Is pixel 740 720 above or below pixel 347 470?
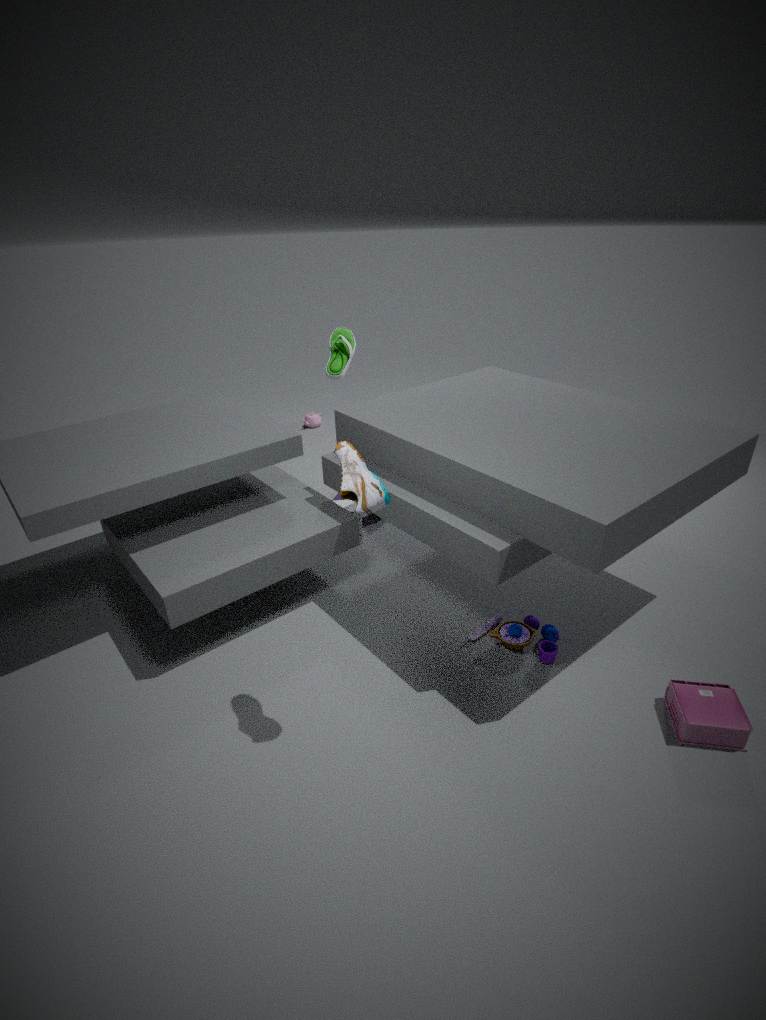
below
